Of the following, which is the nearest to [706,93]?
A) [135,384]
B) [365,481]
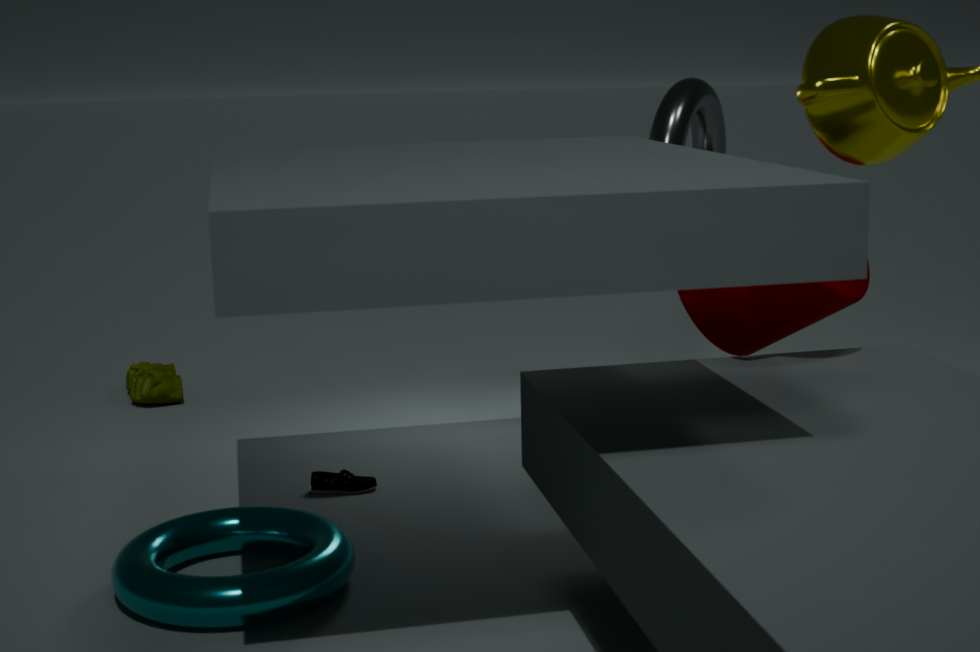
[365,481]
